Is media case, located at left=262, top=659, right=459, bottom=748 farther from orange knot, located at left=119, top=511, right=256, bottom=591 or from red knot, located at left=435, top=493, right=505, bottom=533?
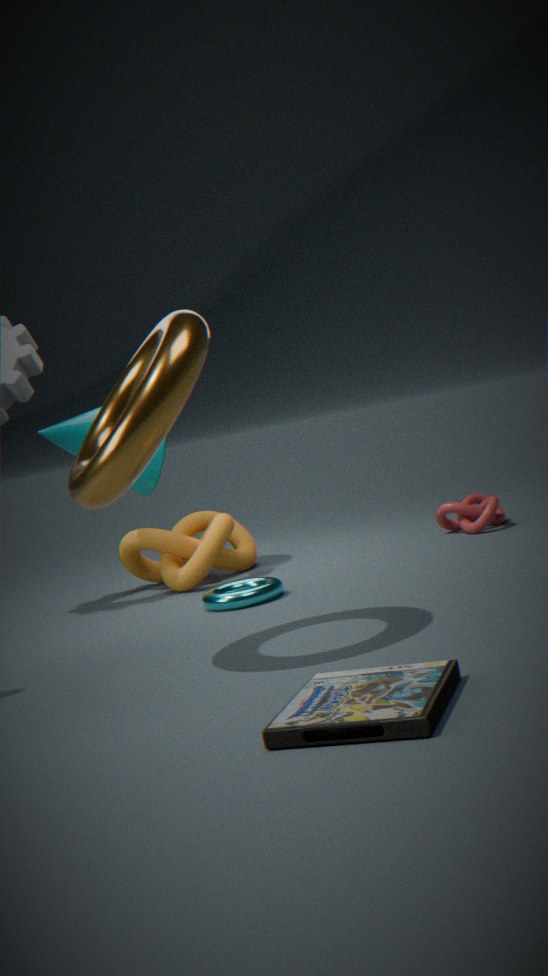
red knot, located at left=435, top=493, right=505, bottom=533
